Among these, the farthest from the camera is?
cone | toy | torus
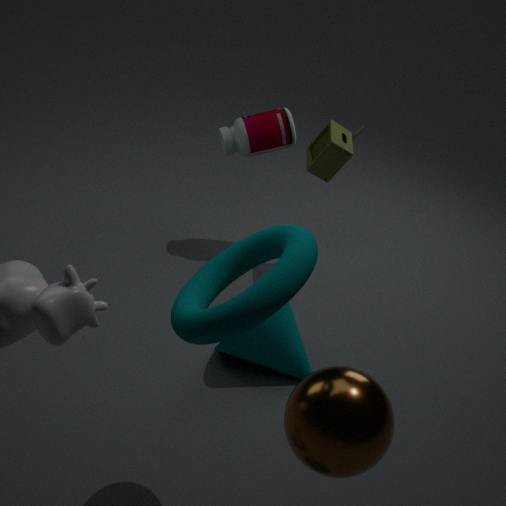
toy
